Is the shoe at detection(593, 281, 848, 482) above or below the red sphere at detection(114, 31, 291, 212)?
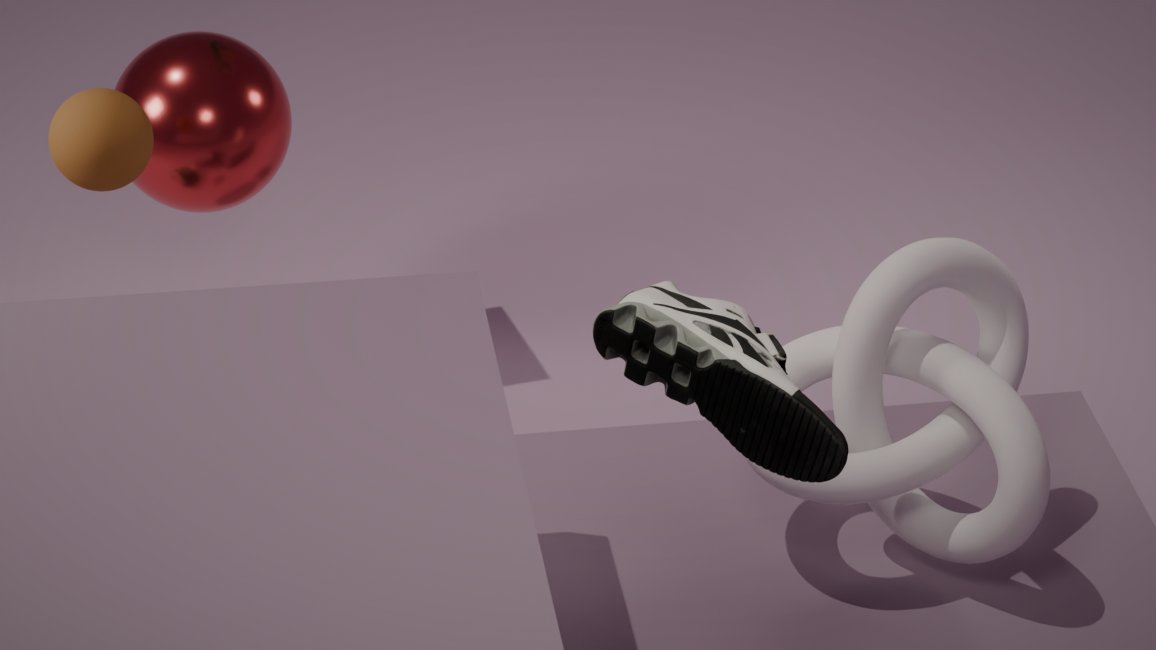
above
